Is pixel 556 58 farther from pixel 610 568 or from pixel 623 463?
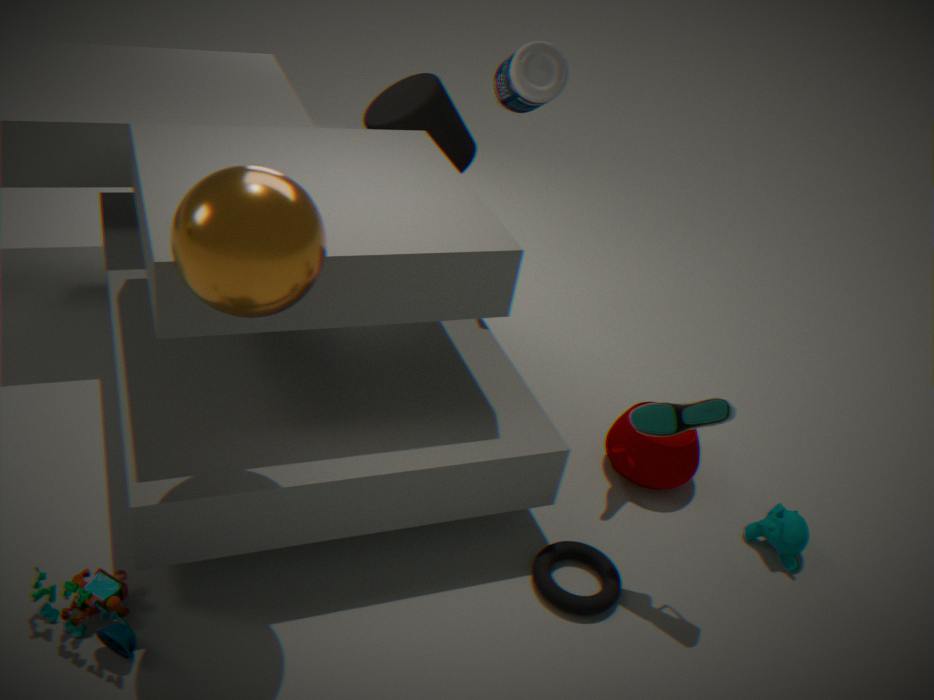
pixel 610 568
